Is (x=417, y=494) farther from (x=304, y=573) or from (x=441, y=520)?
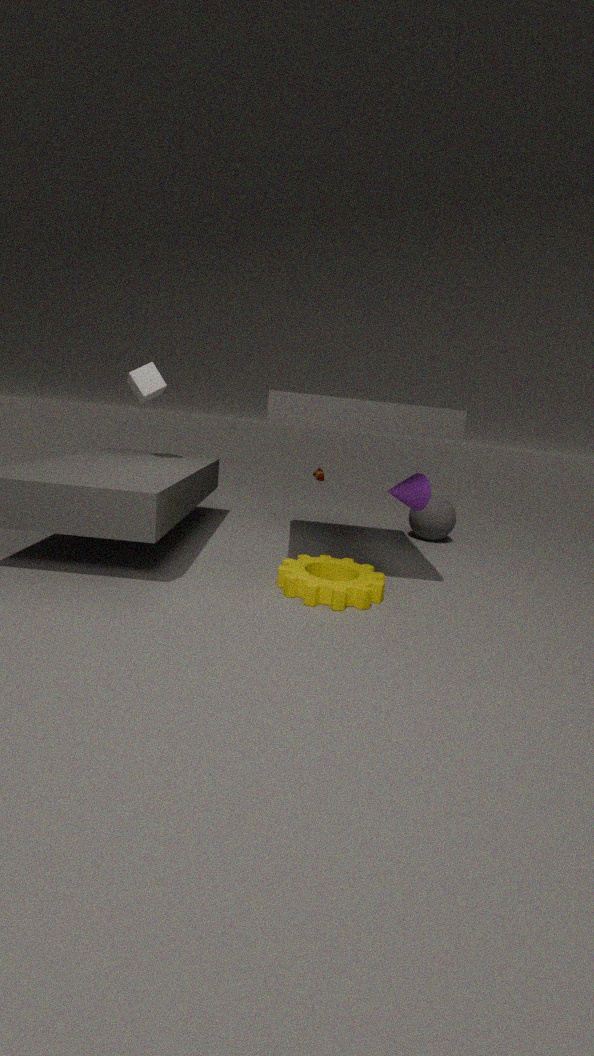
(x=441, y=520)
